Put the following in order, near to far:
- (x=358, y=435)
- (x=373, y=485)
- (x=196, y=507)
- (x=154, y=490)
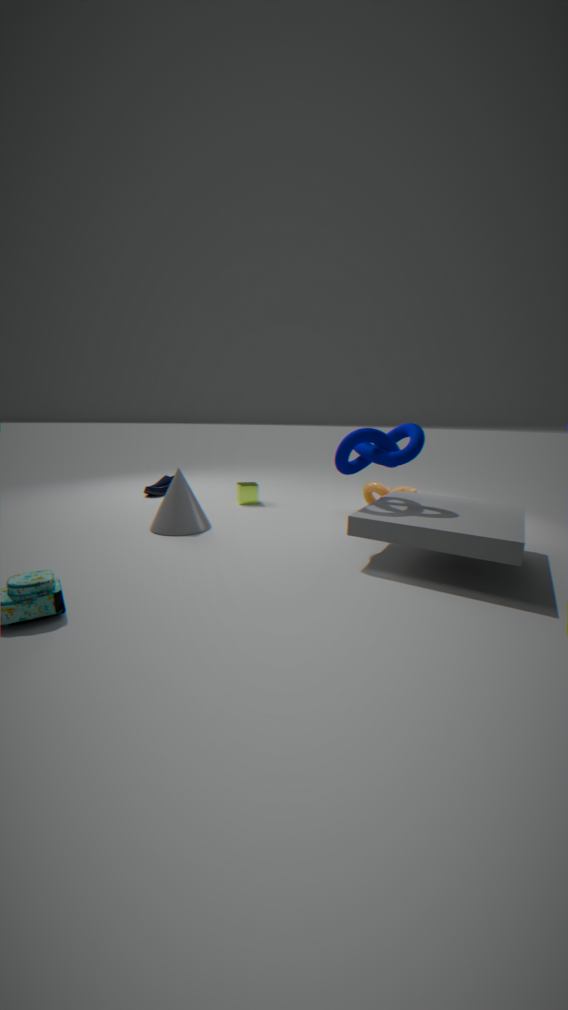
(x=358, y=435) < (x=196, y=507) < (x=373, y=485) < (x=154, y=490)
